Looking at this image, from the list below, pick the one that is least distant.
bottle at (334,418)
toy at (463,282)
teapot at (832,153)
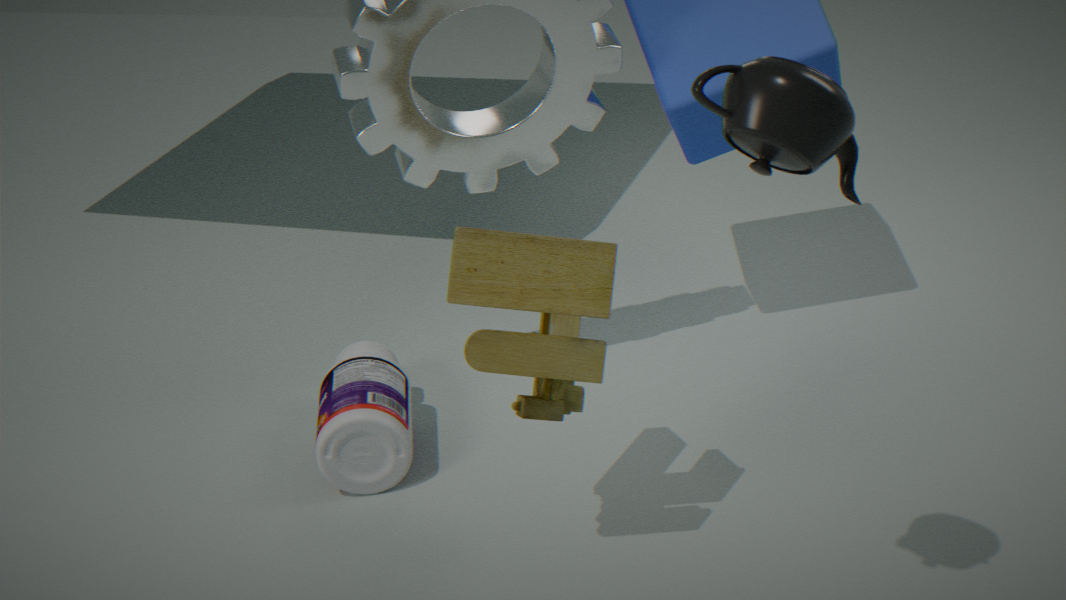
teapot at (832,153)
